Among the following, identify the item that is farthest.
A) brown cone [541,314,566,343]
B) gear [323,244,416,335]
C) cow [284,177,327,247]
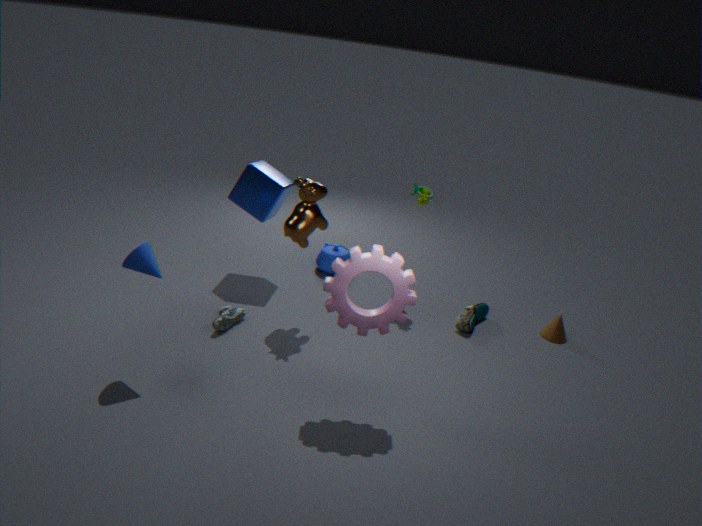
brown cone [541,314,566,343]
